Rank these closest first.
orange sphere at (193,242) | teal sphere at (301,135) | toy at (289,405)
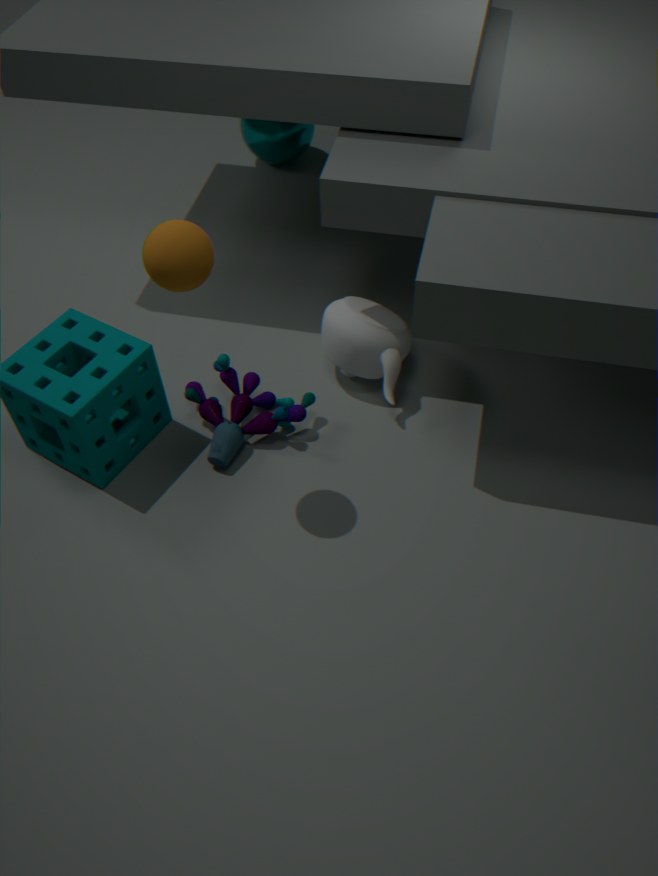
orange sphere at (193,242)
toy at (289,405)
teal sphere at (301,135)
